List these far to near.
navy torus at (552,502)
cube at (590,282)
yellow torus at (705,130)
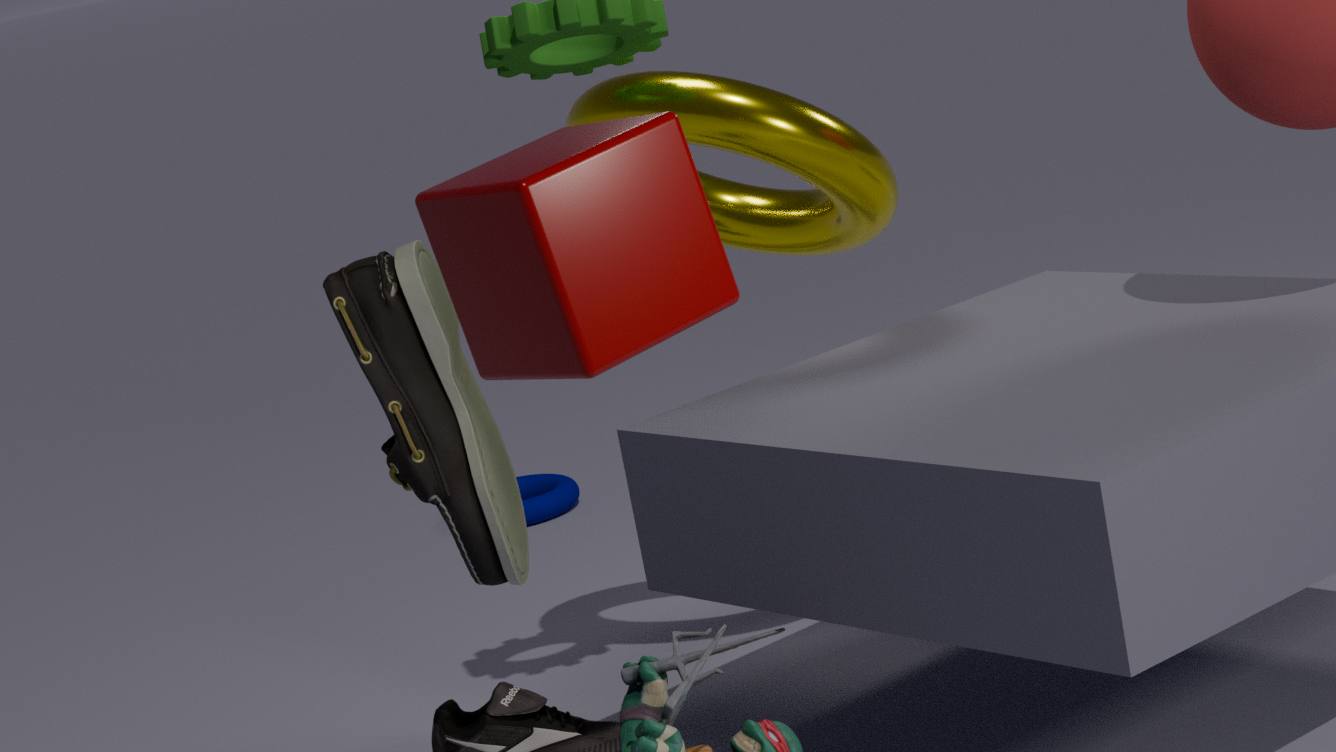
1. navy torus at (552,502)
2. yellow torus at (705,130)
3. cube at (590,282)
